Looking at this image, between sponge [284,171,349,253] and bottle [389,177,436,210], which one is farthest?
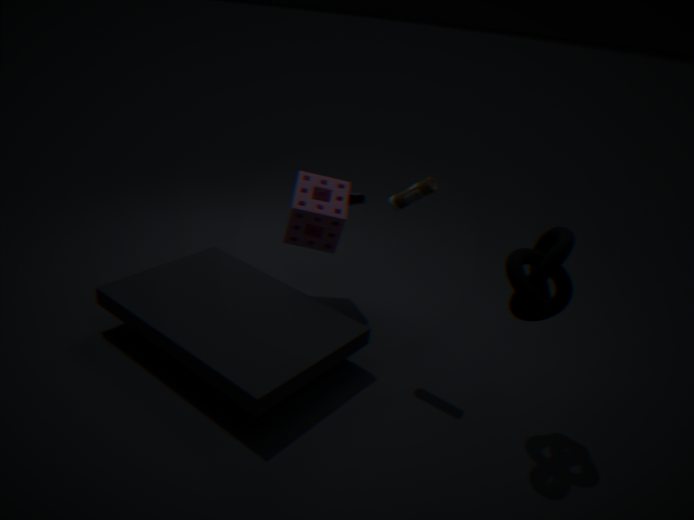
sponge [284,171,349,253]
